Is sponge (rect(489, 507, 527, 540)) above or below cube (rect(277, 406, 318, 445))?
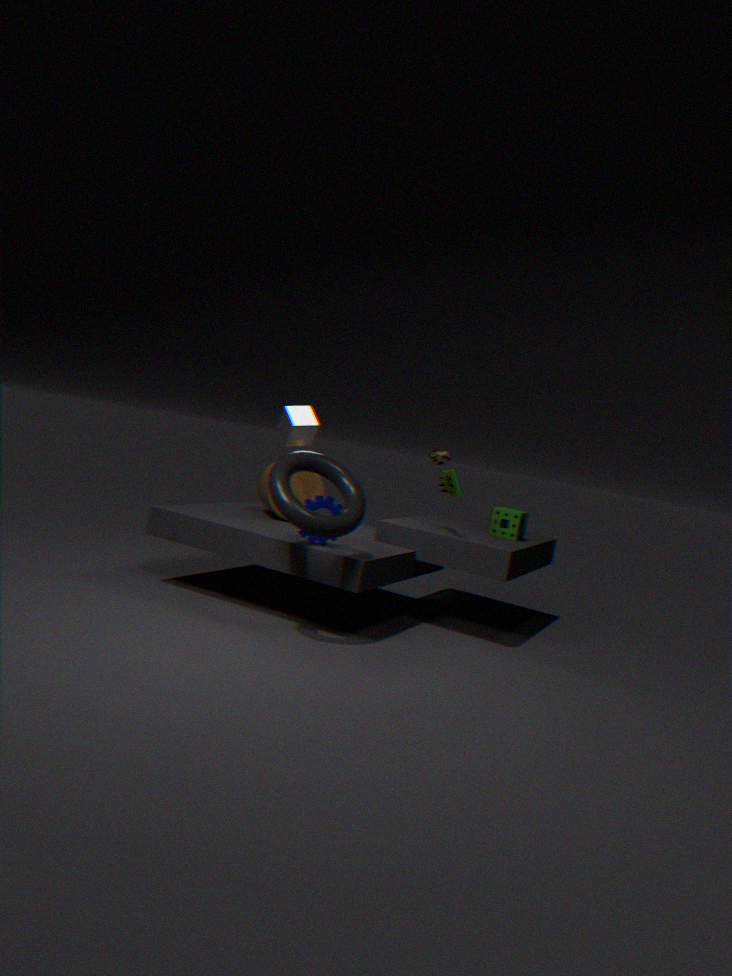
below
